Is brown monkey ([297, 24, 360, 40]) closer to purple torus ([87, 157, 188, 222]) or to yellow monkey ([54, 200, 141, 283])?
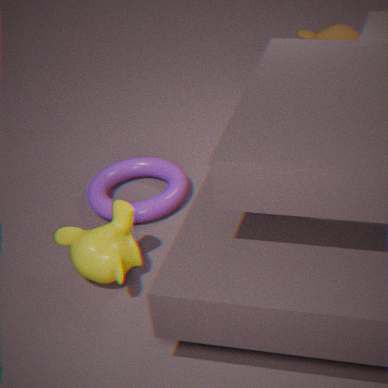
purple torus ([87, 157, 188, 222])
